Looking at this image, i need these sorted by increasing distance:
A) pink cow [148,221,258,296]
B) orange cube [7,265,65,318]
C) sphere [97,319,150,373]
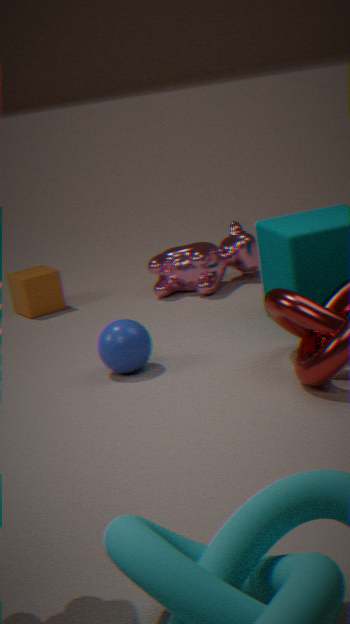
sphere [97,319,150,373]
pink cow [148,221,258,296]
orange cube [7,265,65,318]
